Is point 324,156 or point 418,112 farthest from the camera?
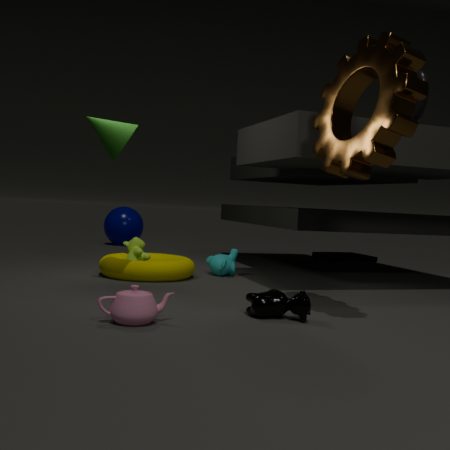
point 418,112
